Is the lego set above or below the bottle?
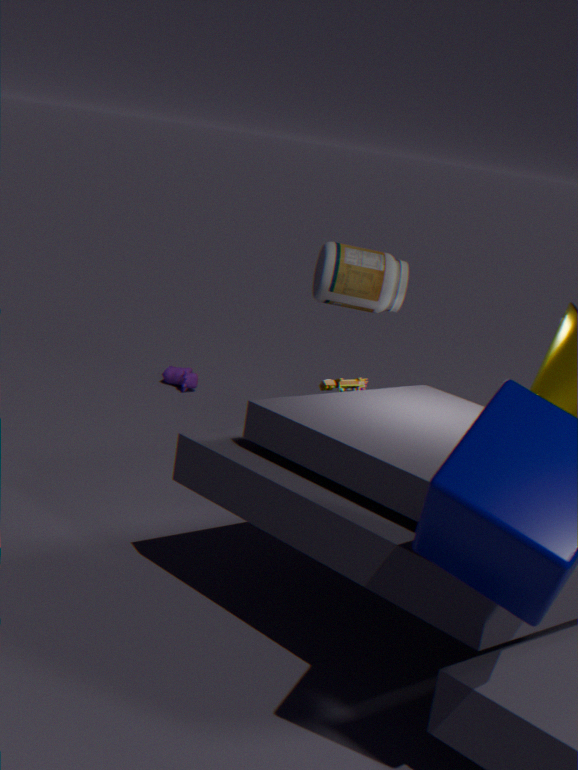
below
